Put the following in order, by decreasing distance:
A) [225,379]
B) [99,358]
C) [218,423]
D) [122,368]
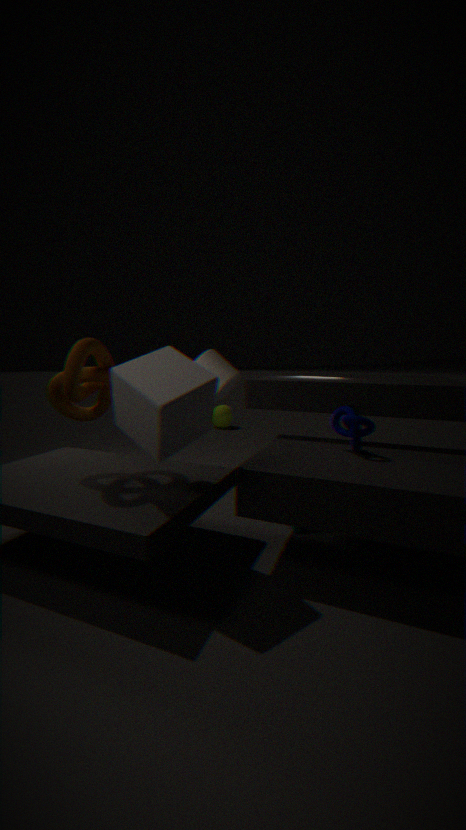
[218,423] < [225,379] < [99,358] < [122,368]
